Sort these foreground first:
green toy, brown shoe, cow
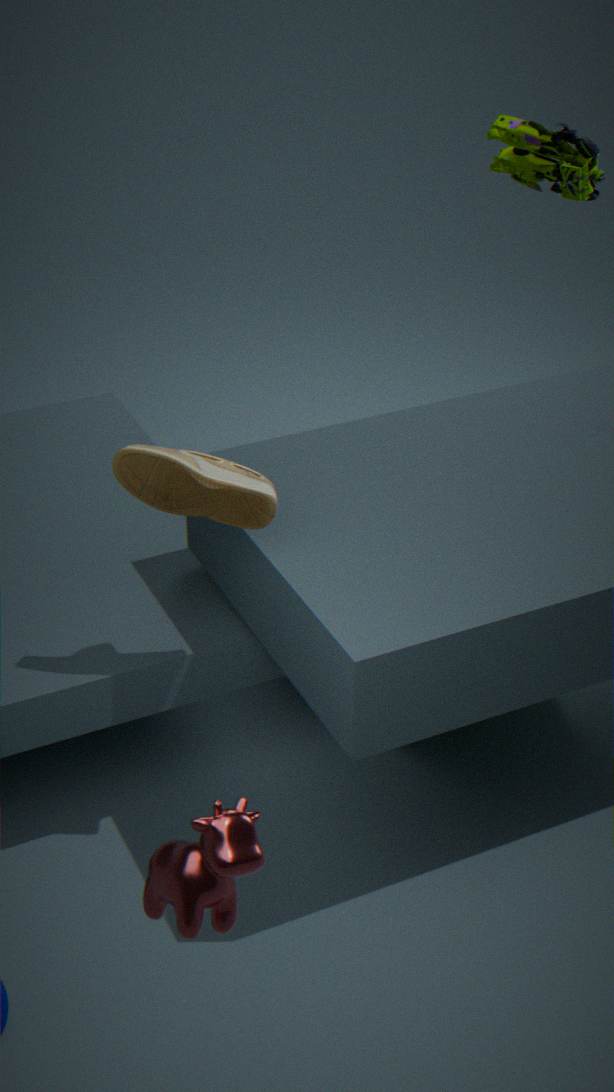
1. cow
2. brown shoe
3. green toy
